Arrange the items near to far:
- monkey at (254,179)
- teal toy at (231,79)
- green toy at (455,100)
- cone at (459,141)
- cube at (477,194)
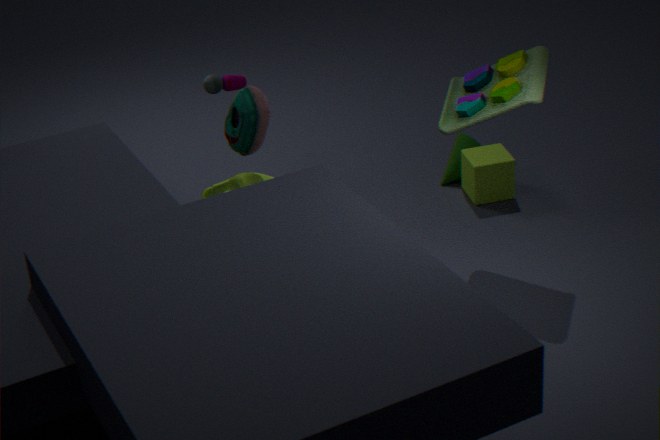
1. green toy at (455,100)
2. teal toy at (231,79)
3. monkey at (254,179)
4. cube at (477,194)
5. cone at (459,141)
